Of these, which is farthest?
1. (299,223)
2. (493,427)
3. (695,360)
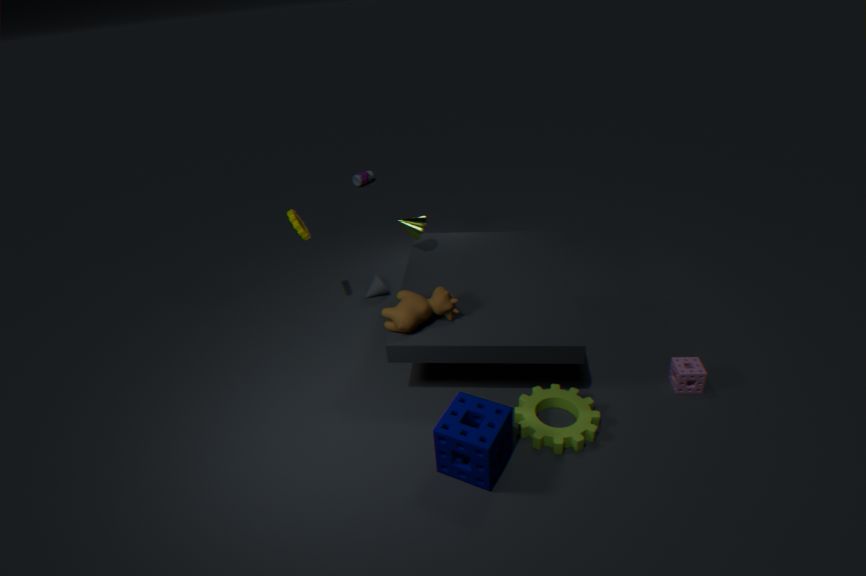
(299,223)
